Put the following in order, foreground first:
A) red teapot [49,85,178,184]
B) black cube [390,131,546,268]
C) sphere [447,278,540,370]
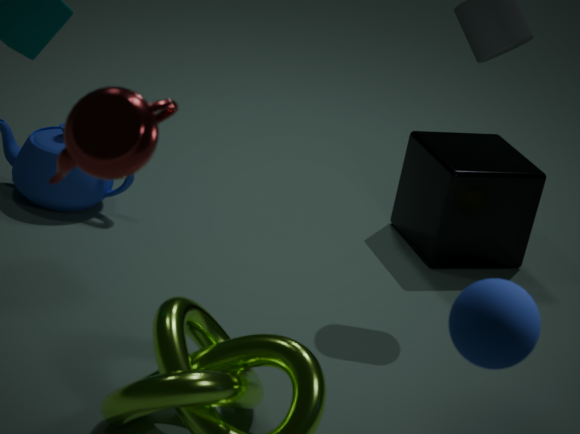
A. red teapot [49,85,178,184] → C. sphere [447,278,540,370] → B. black cube [390,131,546,268]
